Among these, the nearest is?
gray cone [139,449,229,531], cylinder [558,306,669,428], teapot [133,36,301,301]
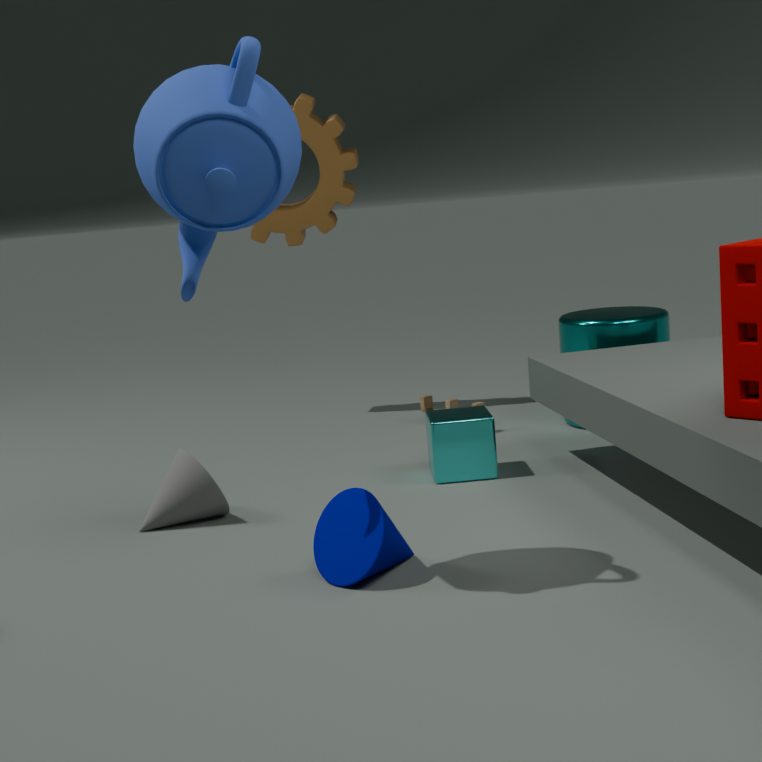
teapot [133,36,301,301]
